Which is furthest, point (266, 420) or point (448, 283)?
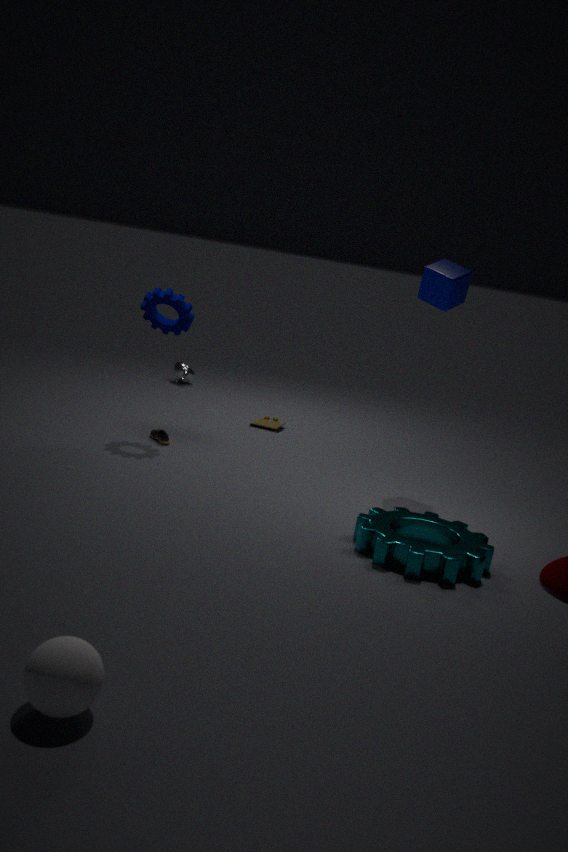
point (266, 420)
